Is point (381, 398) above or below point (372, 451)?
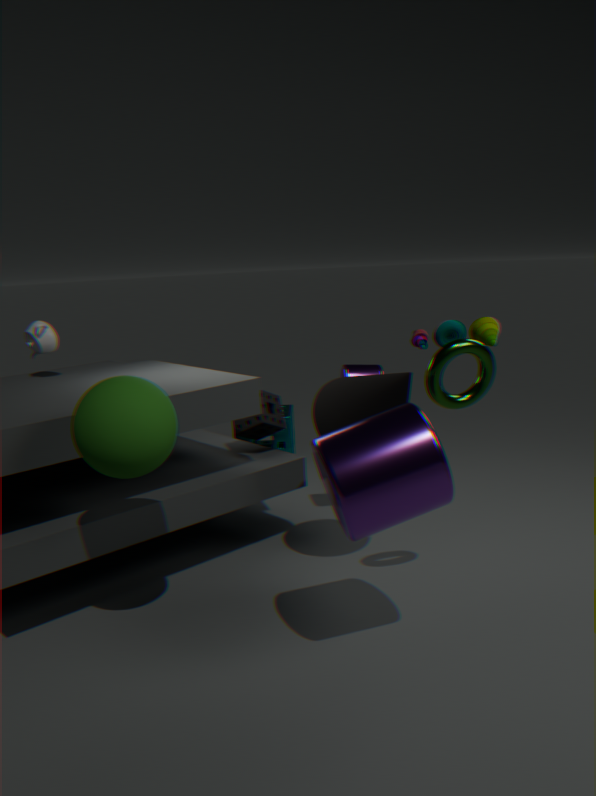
above
